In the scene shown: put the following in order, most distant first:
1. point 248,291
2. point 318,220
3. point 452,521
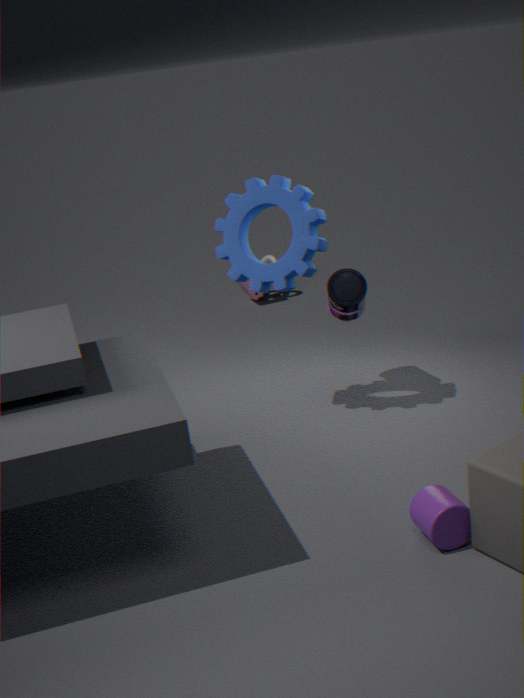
point 248,291 → point 318,220 → point 452,521
